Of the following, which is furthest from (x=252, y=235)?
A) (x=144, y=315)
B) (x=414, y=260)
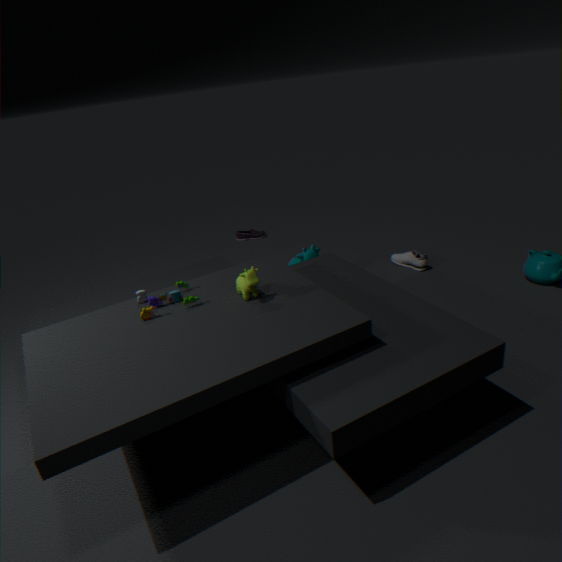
(x=144, y=315)
